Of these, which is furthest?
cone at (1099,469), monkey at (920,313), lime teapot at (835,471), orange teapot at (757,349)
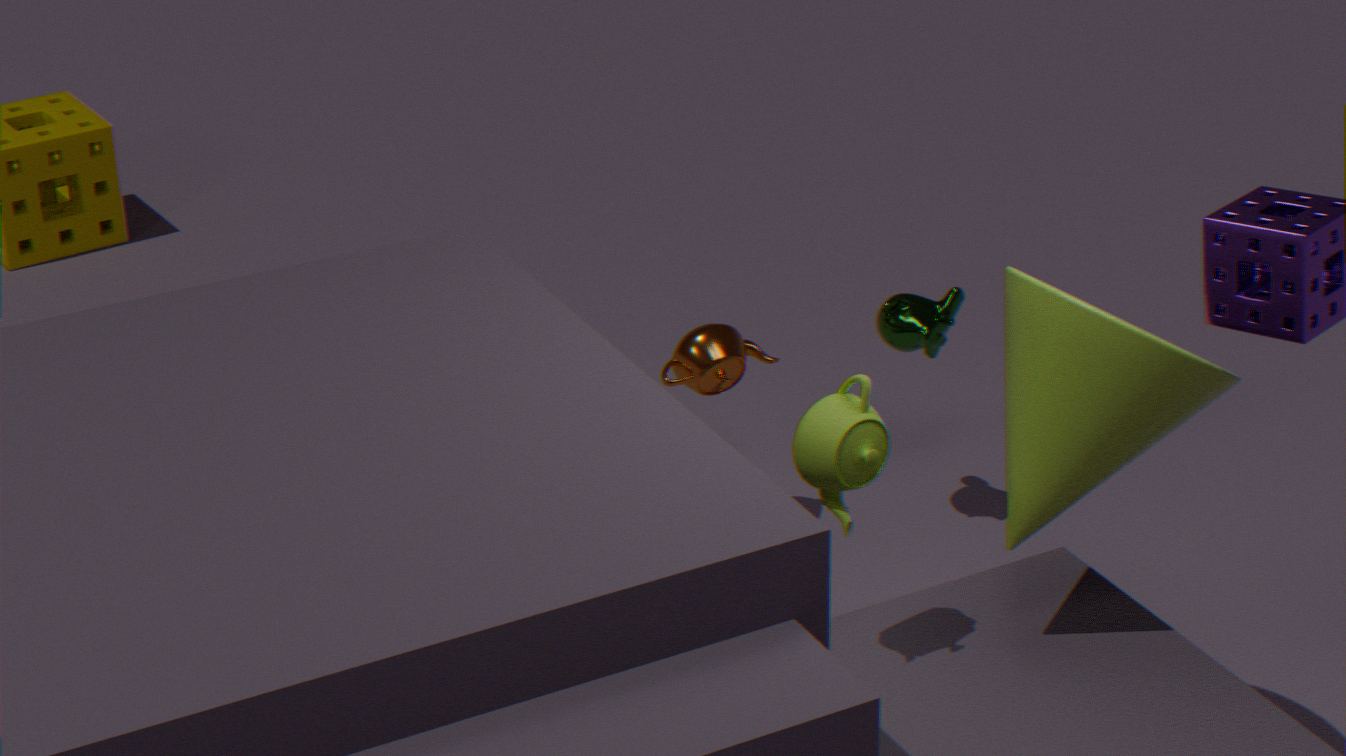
orange teapot at (757,349)
